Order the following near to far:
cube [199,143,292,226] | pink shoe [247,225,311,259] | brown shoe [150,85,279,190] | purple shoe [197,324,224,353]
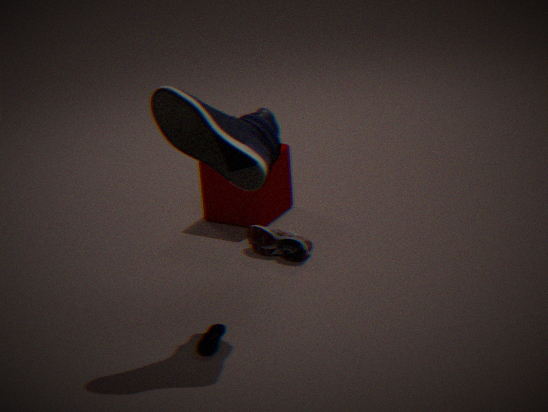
brown shoe [150,85,279,190] < purple shoe [197,324,224,353] < pink shoe [247,225,311,259] < cube [199,143,292,226]
